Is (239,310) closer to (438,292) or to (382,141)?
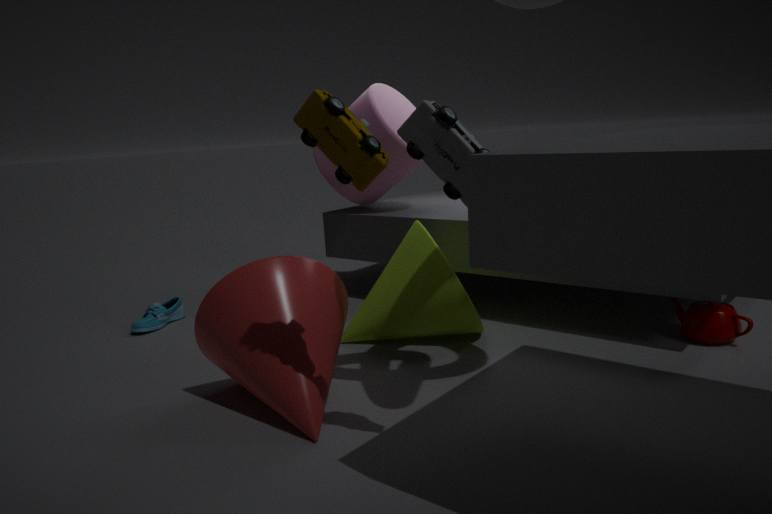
(438,292)
